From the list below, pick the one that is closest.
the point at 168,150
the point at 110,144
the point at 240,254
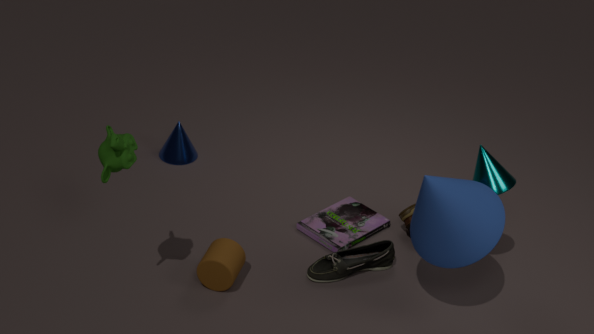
the point at 110,144
